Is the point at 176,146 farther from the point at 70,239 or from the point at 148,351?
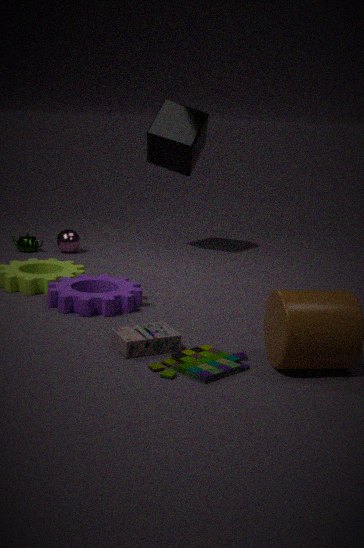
the point at 148,351
